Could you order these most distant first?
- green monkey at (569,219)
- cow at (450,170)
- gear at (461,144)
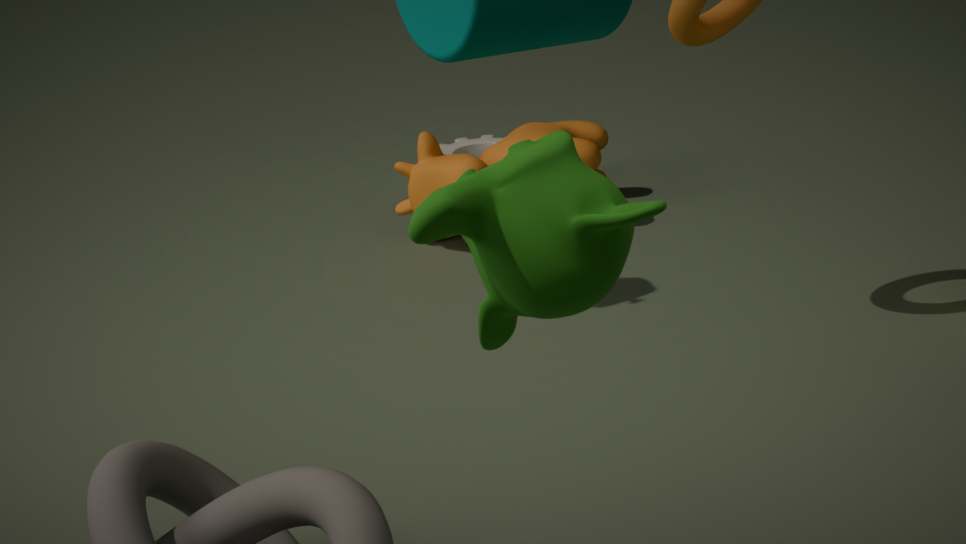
1. gear at (461,144)
2. cow at (450,170)
3. green monkey at (569,219)
